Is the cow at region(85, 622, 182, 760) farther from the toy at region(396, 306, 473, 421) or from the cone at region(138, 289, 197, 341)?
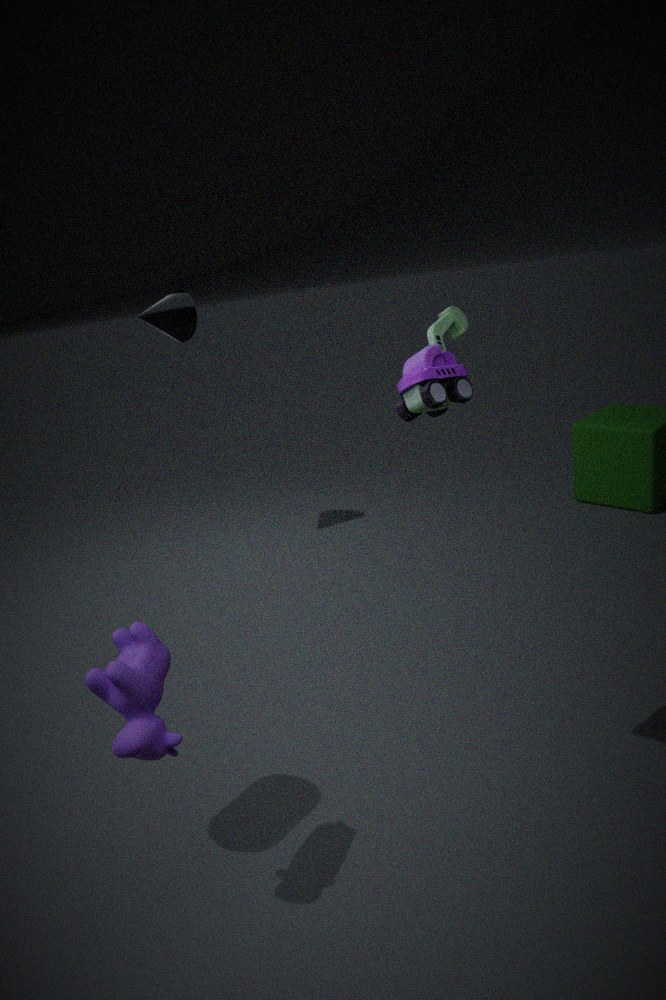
the cone at region(138, 289, 197, 341)
